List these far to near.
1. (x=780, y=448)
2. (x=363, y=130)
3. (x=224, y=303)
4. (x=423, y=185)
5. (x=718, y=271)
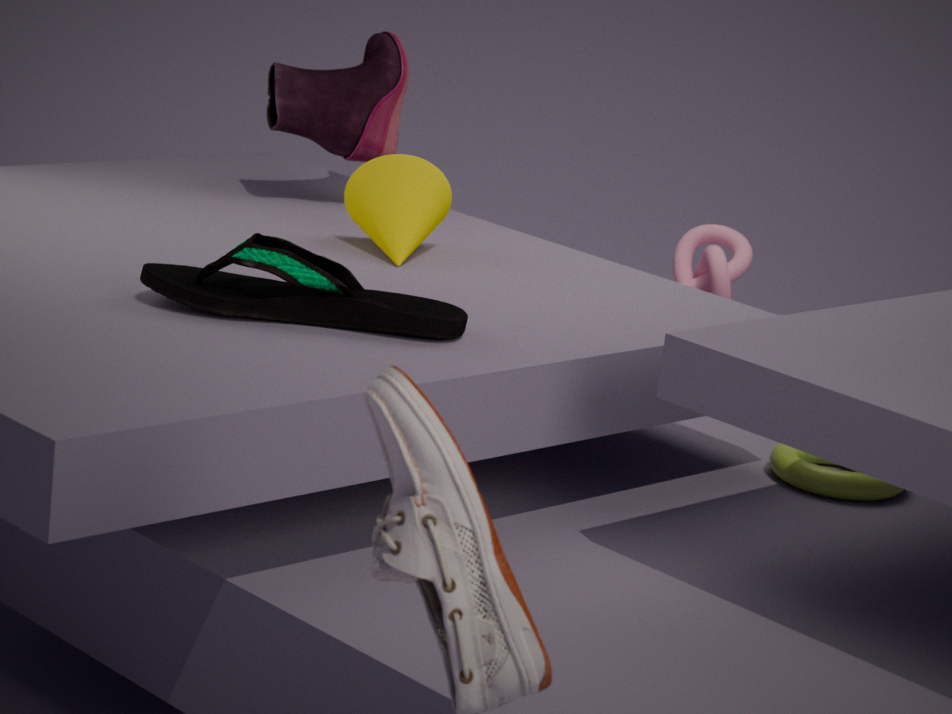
(x=363, y=130) → (x=718, y=271) → (x=423, y=185) → (x=780, y=448) → (x=224, y=303)
